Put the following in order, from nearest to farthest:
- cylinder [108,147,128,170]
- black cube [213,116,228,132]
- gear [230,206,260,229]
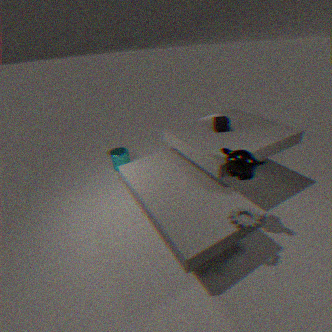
gear [230,206,260,229] → black cube [213,116,228,132] → cylinder [108,147,128,170]
